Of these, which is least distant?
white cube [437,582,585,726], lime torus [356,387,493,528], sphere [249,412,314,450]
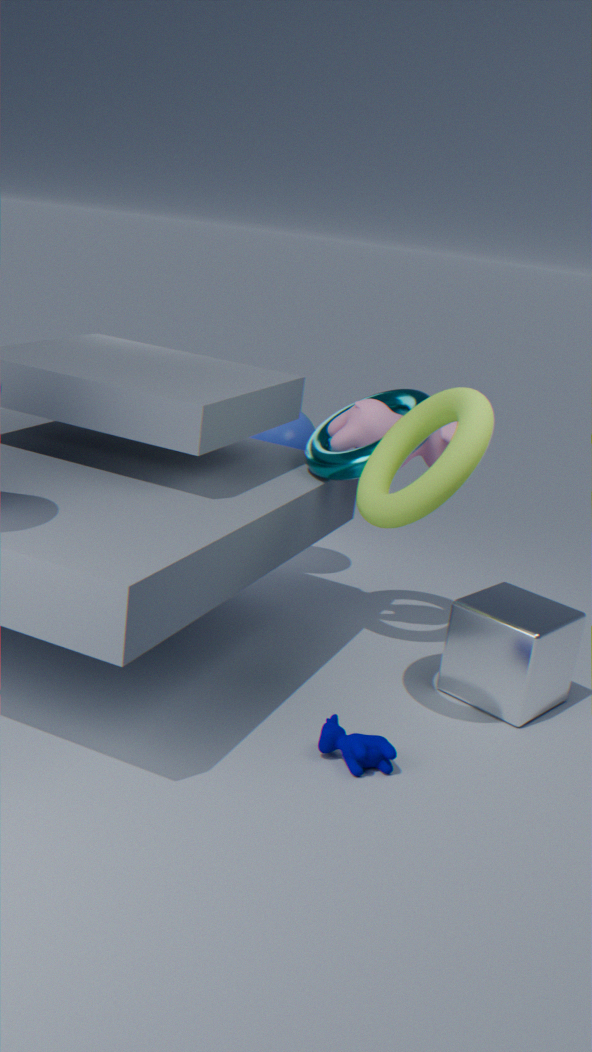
lime torus [356,387,493,528]
